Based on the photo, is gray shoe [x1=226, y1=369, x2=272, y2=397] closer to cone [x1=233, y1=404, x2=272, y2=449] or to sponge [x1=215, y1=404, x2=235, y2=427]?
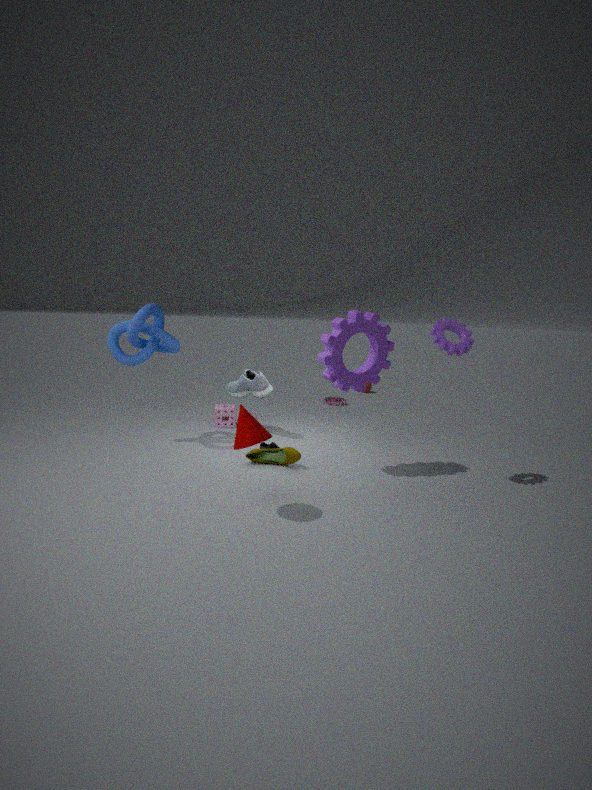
sponge [x1=215, y1=404, x2=235, y2=427]
